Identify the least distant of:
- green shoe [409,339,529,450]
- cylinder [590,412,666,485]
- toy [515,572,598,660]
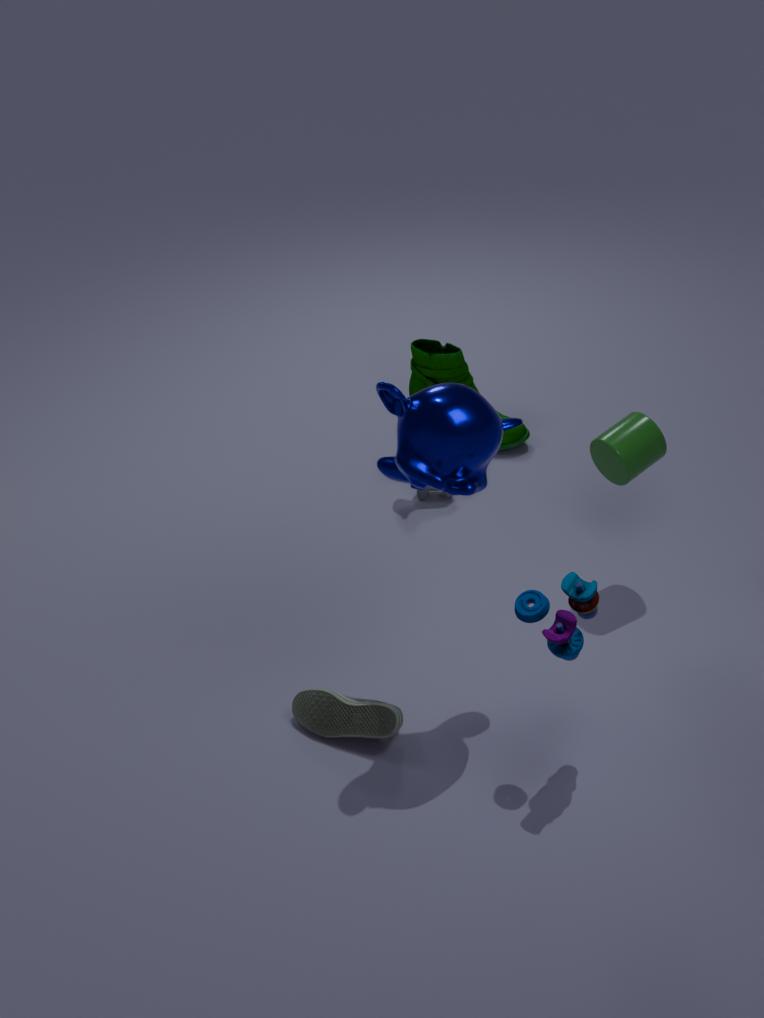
toy [515,572,598,660]
